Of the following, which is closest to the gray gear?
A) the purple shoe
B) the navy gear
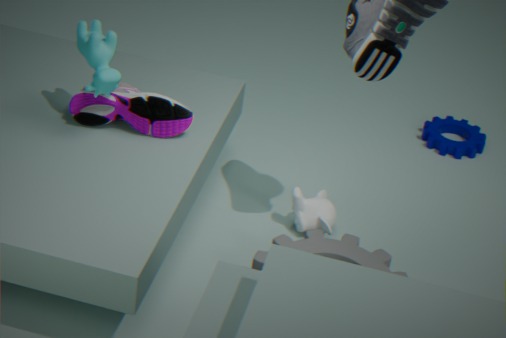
the purple shoe
